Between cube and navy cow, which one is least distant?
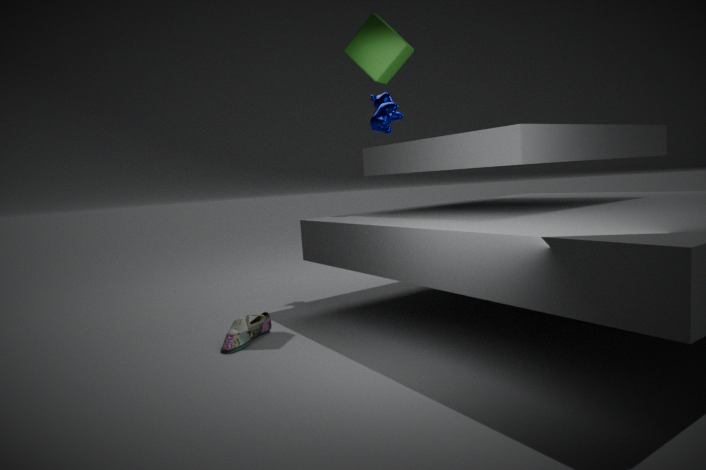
cube
